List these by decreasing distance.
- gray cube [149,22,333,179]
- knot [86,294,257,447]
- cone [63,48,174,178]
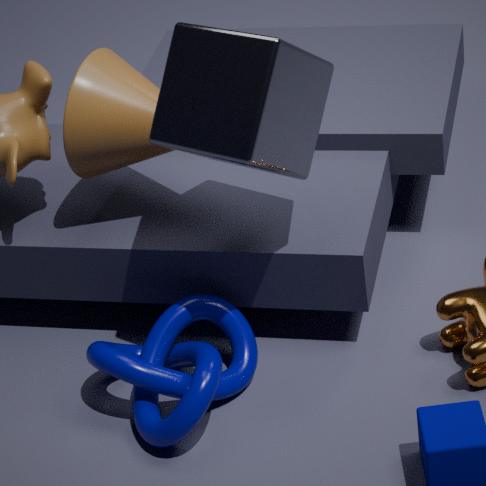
cone [63,48,174,178] < knot [86,294,257,447] < gray cube [149,22,333,179]
